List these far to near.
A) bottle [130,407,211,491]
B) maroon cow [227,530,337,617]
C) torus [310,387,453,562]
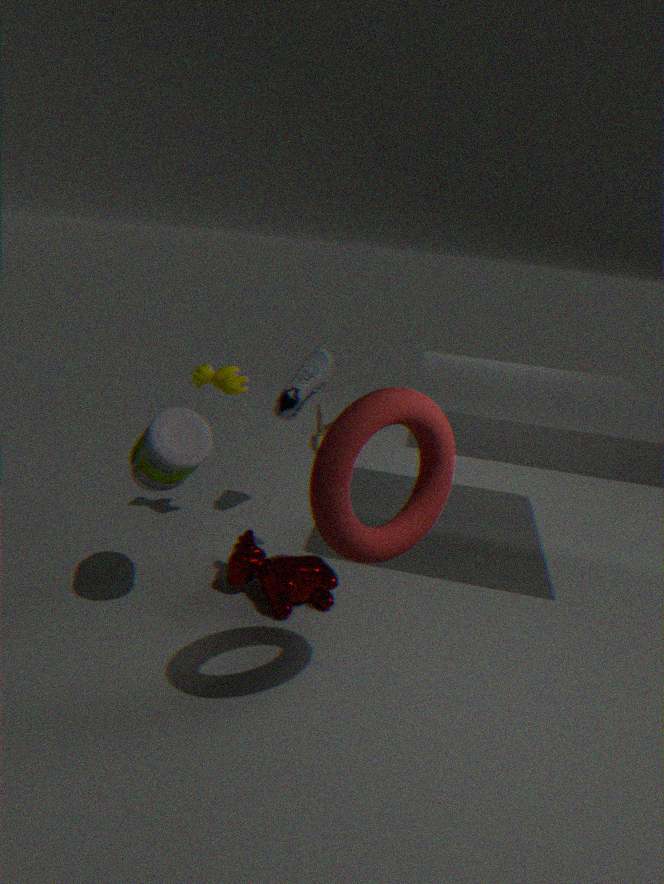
maroon cow [227,530,337,617]
bottle [130,407,211,491]
torus [310,387,453,562]
